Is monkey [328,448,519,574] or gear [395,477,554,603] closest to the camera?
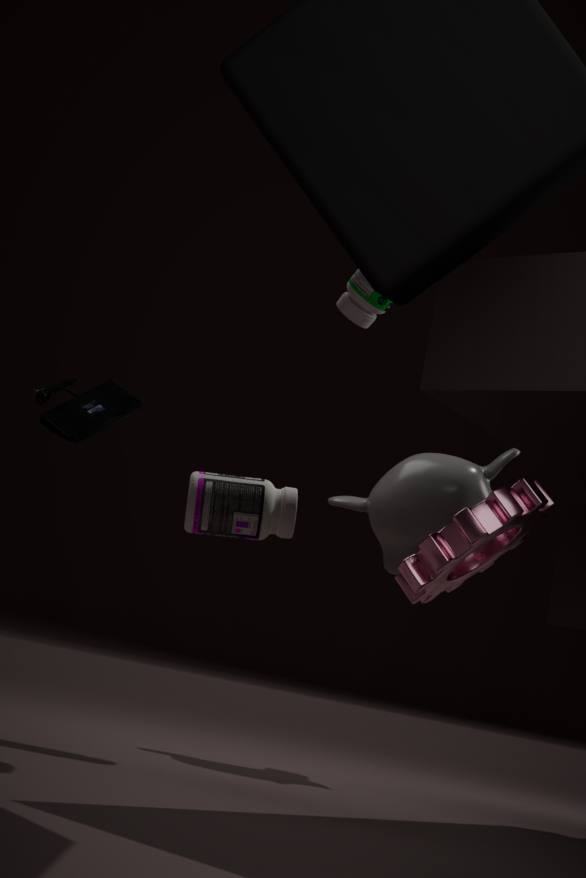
gear [395,477,554,603]
